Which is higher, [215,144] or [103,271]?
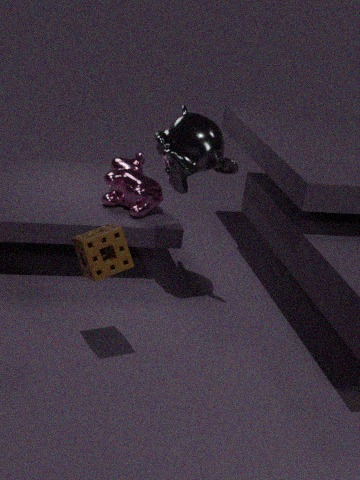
[215,144]
